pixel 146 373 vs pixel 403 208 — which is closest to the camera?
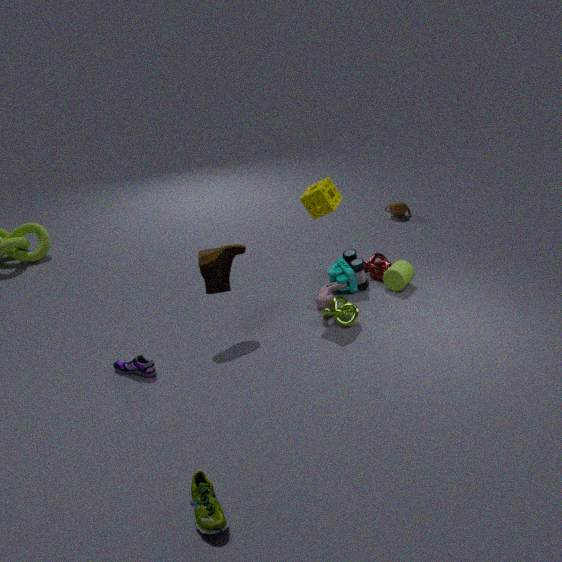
pixel 146 373
